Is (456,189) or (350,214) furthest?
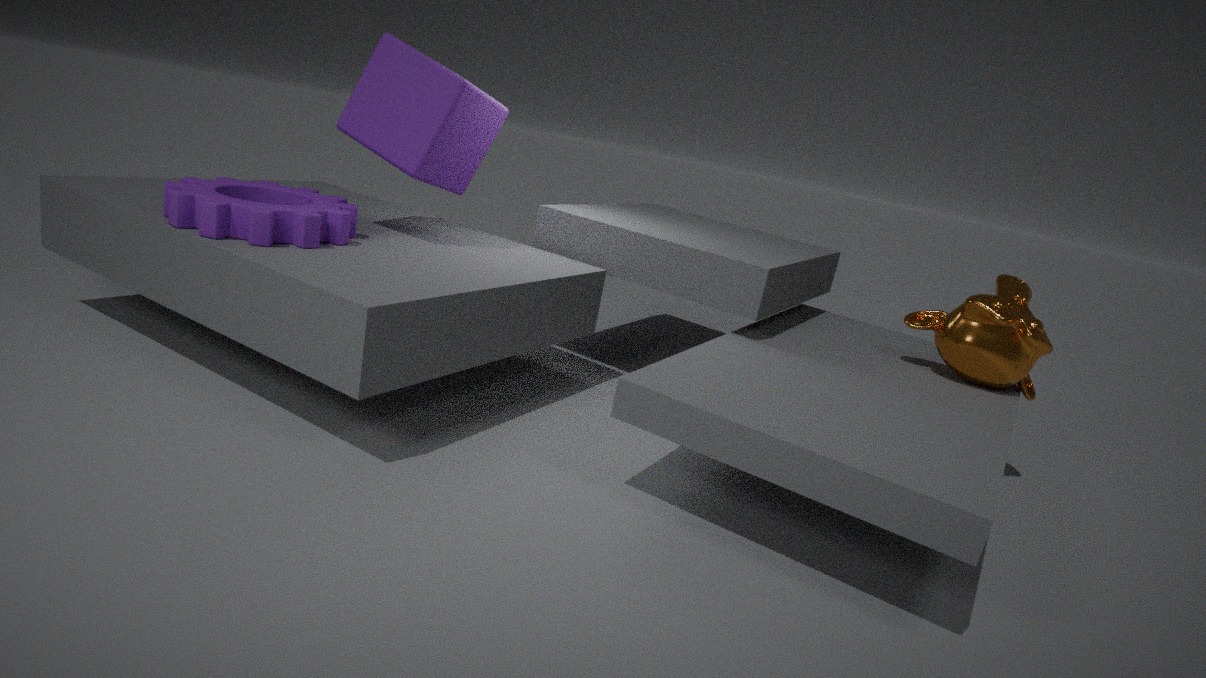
(456,189)
